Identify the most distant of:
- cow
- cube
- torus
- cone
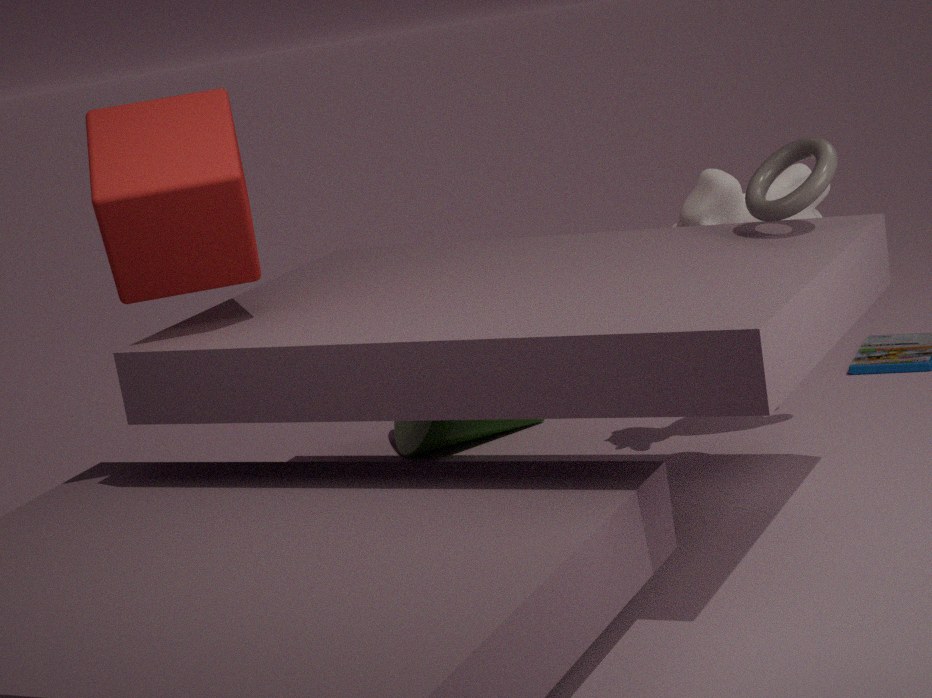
cone
